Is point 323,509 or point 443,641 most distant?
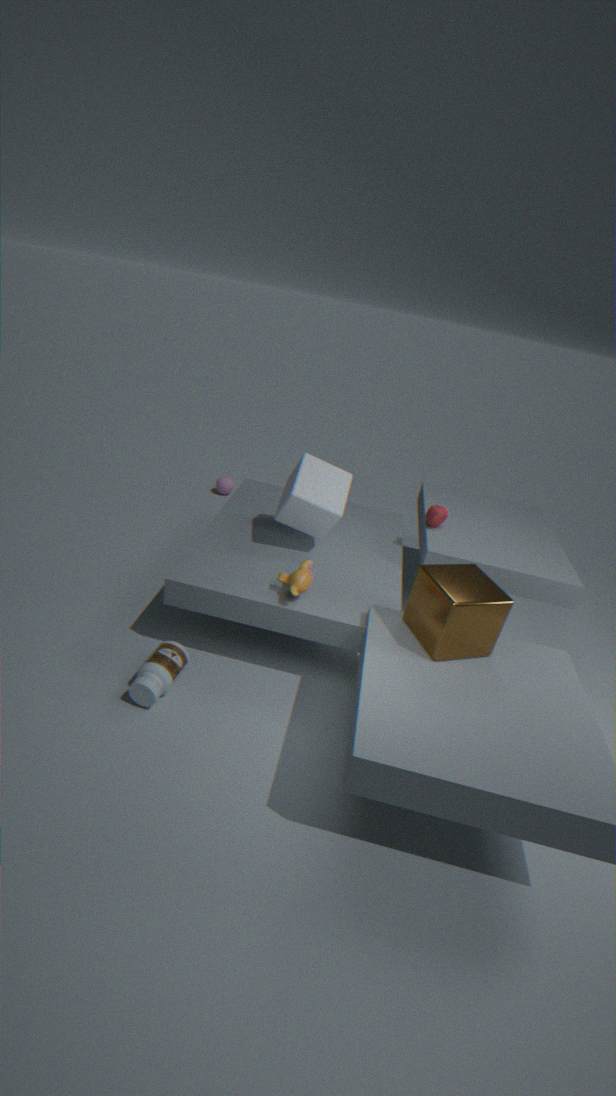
point 323,509
